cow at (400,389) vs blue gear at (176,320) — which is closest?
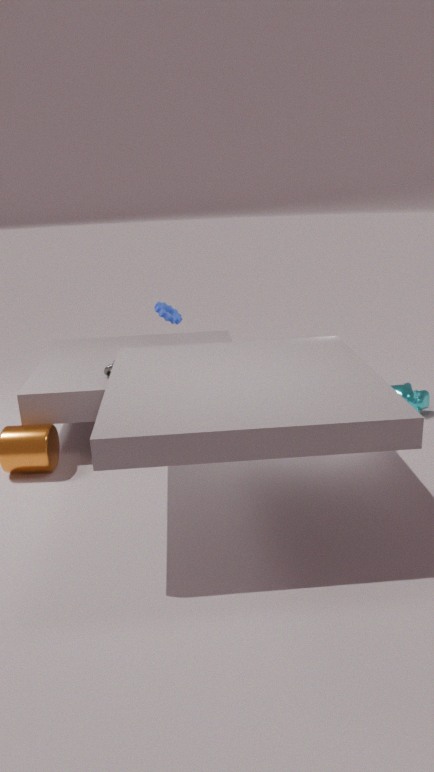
cow at (400,389)
